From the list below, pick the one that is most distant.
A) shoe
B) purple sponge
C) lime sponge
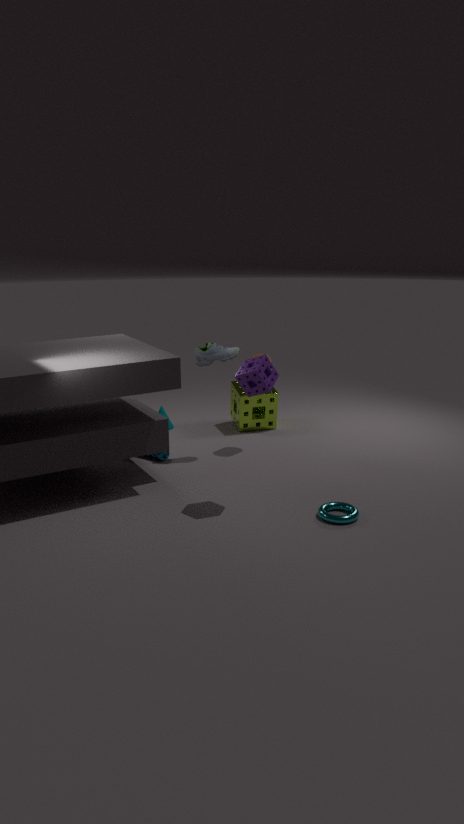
lime sponge
